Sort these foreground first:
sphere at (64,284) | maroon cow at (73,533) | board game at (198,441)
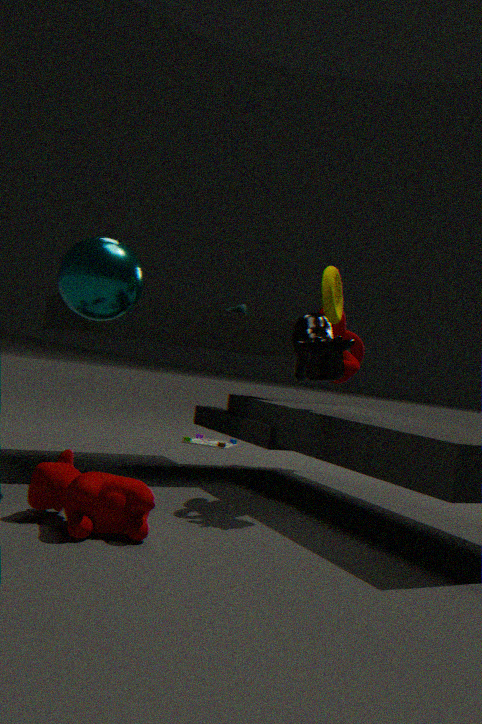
1. maroon cow at (73,533)
2. sphere at (64,284)
3. board game at (198,441)
